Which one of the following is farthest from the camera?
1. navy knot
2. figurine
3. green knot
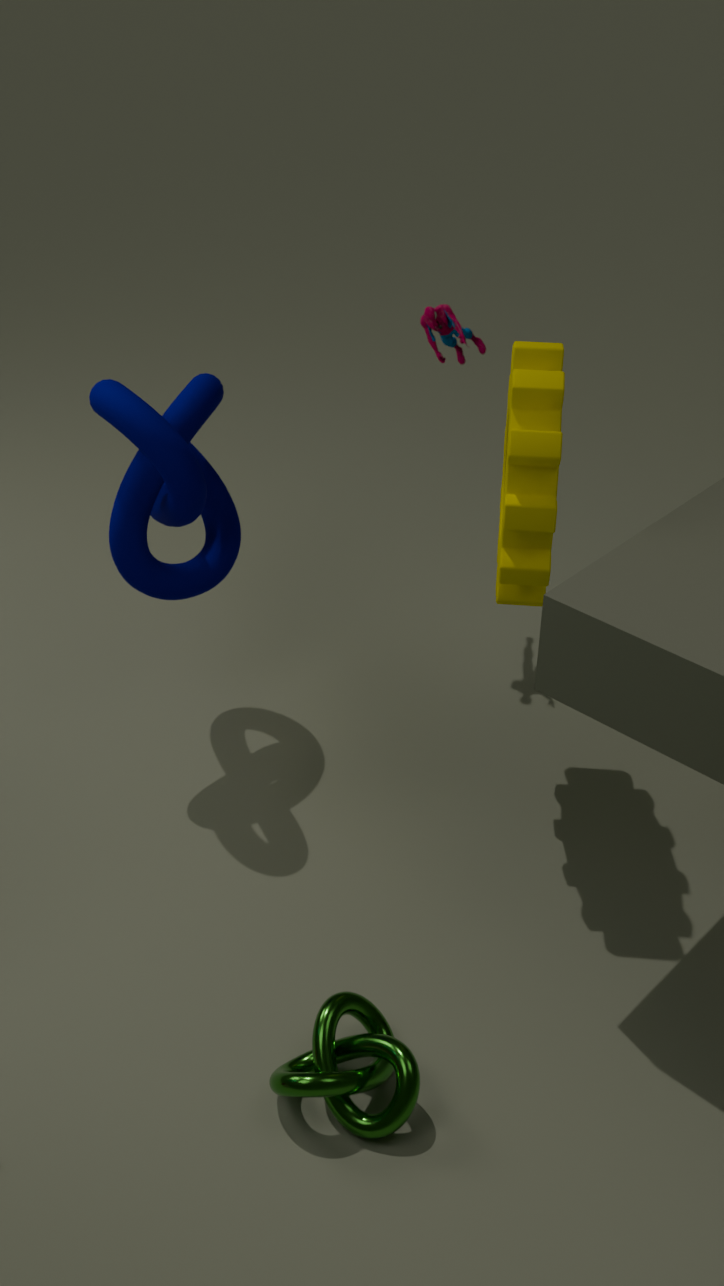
figurine
